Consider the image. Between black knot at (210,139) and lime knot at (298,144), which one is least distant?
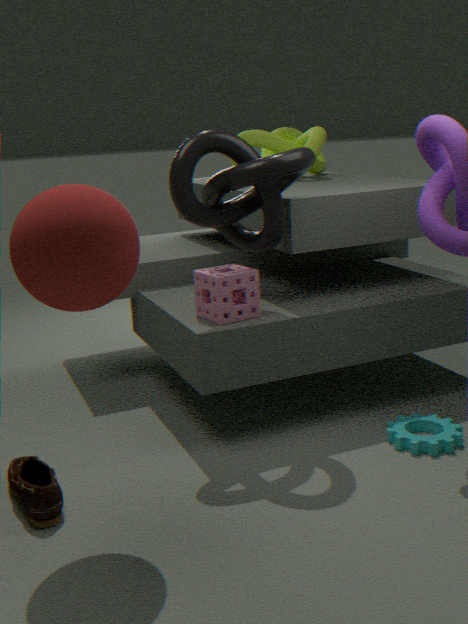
black knot at (210,139)
